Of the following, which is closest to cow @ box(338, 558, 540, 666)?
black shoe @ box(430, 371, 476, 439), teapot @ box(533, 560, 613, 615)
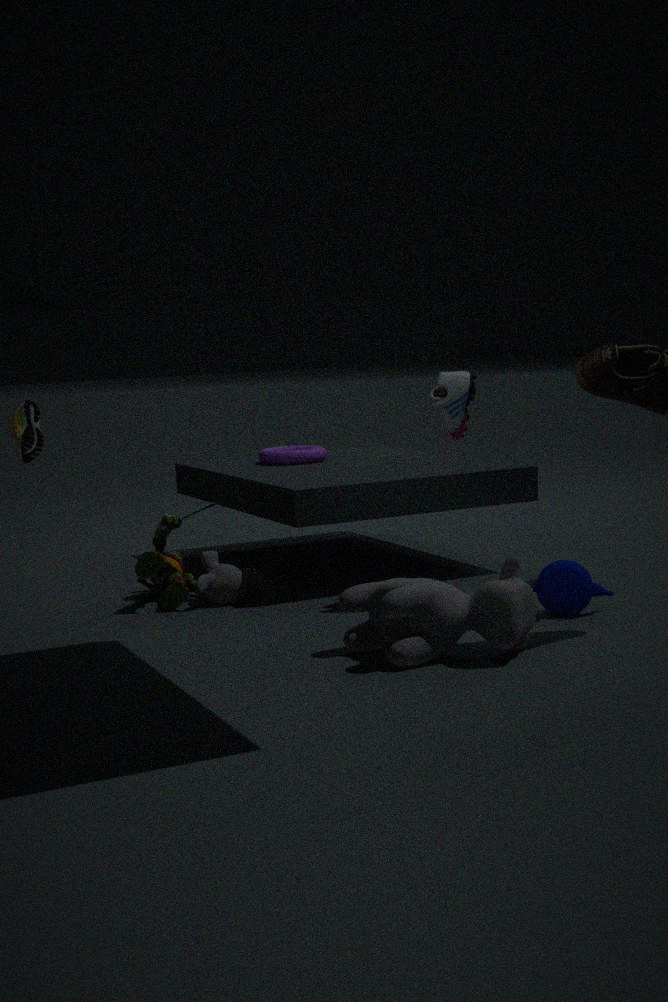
teapot @ box(533, 560, 613, 615)
